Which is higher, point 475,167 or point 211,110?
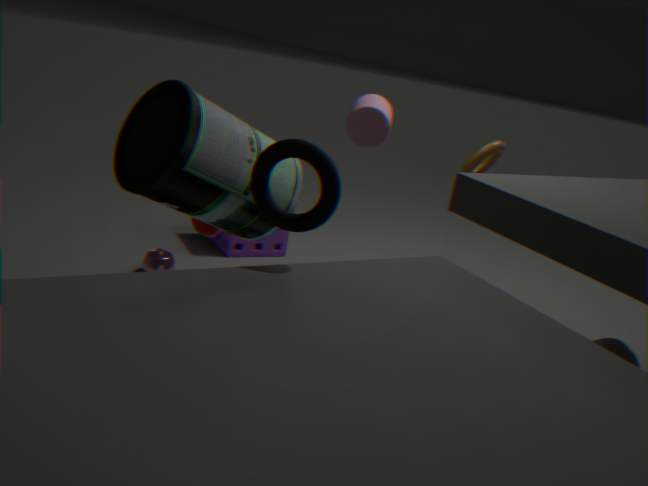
point 475,167
